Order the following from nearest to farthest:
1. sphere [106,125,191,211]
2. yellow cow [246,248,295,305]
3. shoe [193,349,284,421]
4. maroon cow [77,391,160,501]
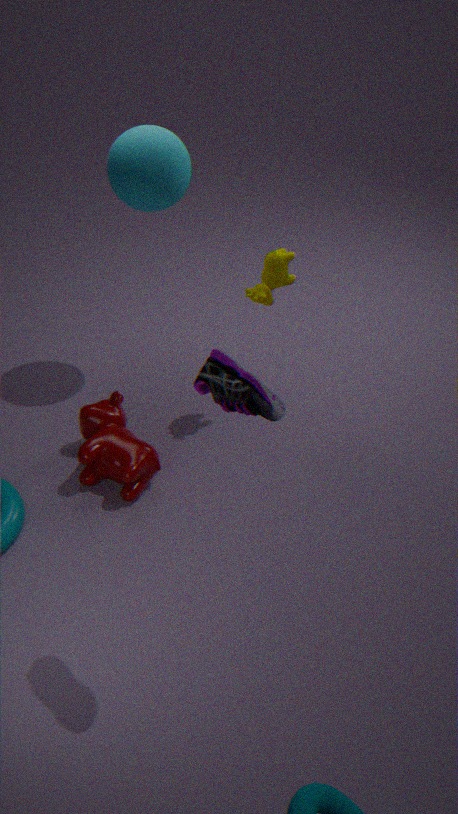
shoe [193,349,284,421]
maroon cow [77,391,160,501]
sphere [106,125,191,211]
yellow cow [246,248,295,305]
